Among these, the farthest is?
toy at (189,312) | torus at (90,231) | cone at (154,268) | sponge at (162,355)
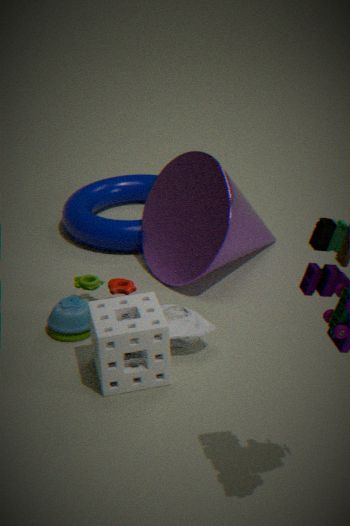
torus at (90,231)
